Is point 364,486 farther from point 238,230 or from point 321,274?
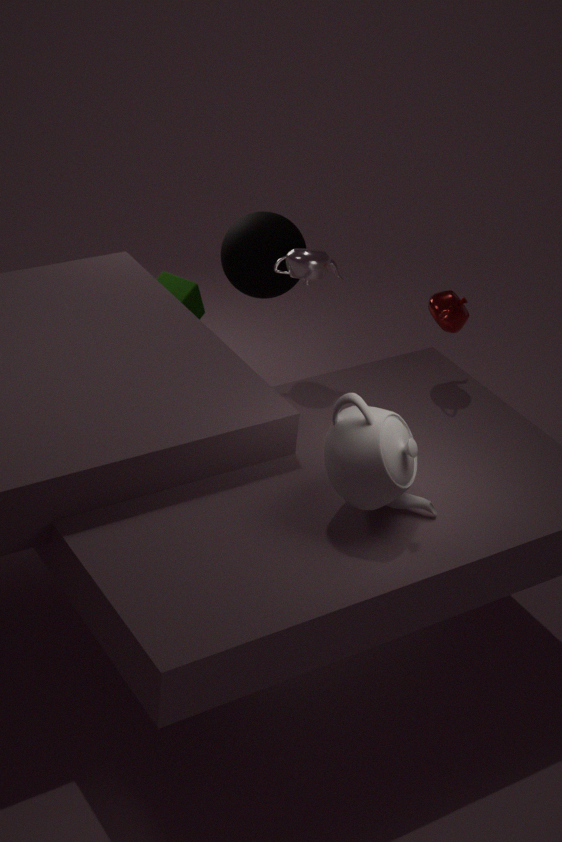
point 238,230
